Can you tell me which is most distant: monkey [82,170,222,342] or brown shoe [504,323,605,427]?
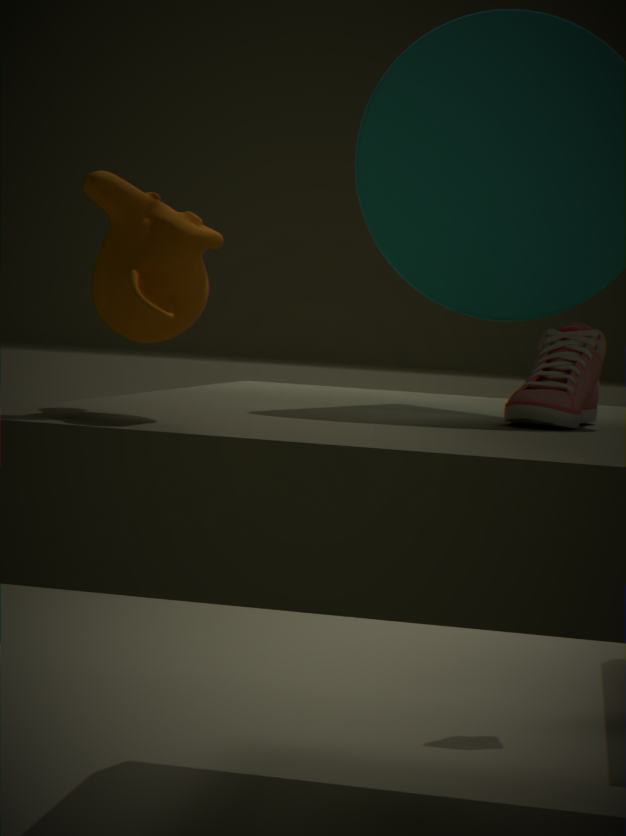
brown shoe [504,323,605,427]
